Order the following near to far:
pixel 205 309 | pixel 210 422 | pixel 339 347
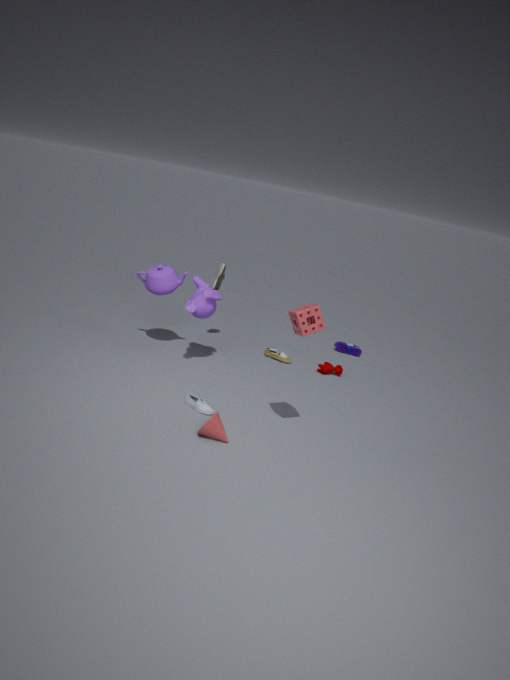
pixel 210 422
pixel 205 309
pixel 339 347
